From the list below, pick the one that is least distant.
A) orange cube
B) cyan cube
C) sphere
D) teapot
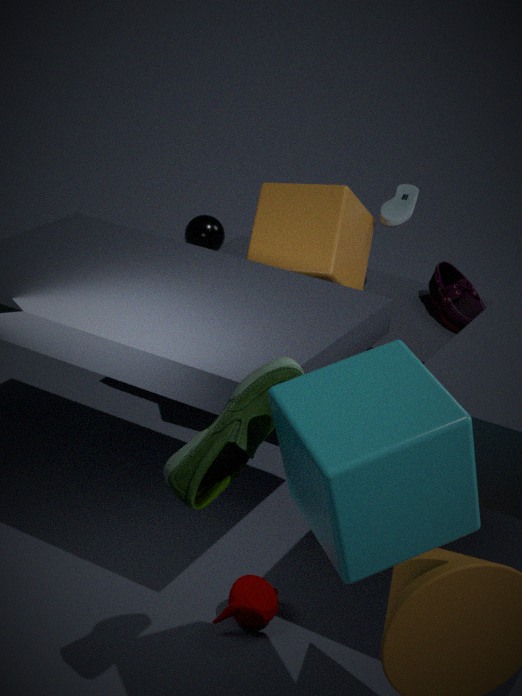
cyan cube
